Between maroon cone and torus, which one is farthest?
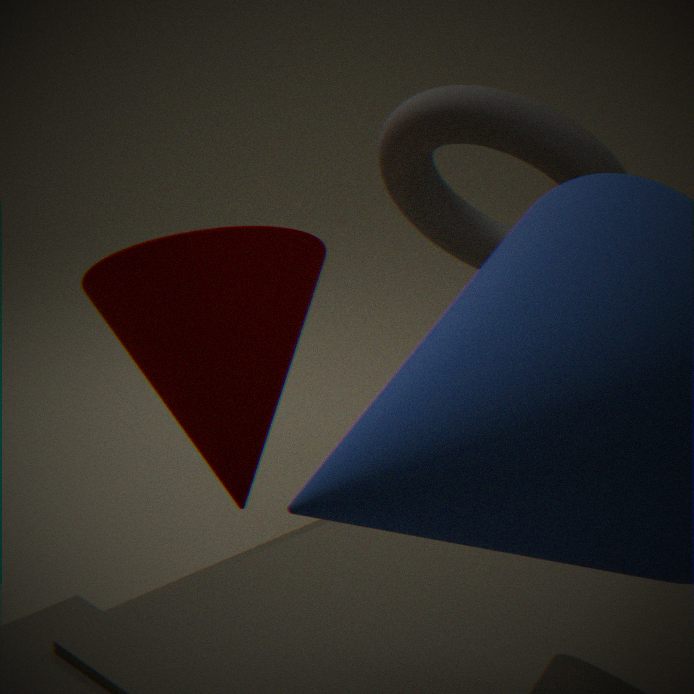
torus
